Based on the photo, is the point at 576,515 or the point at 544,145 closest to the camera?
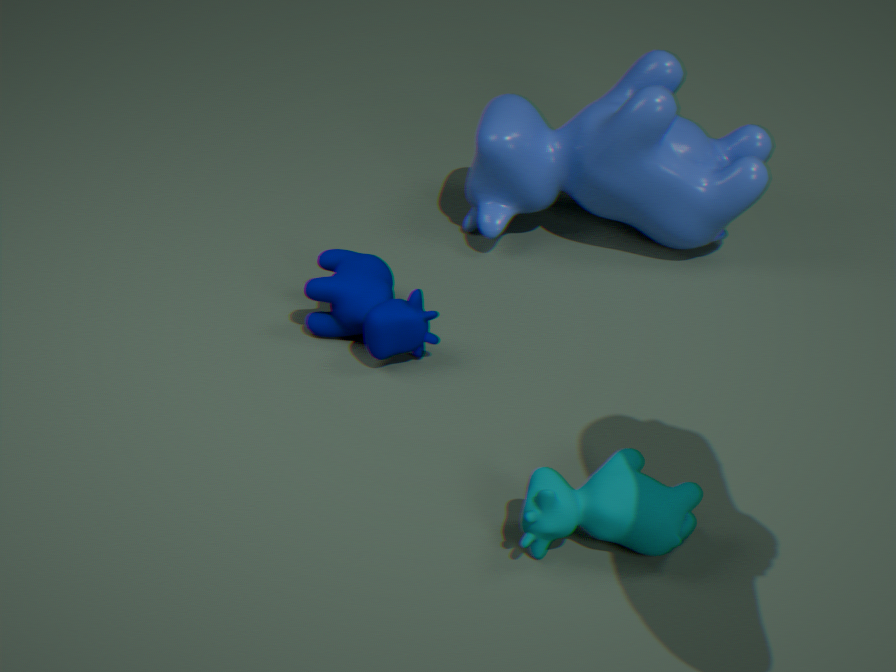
the point at 576,515
